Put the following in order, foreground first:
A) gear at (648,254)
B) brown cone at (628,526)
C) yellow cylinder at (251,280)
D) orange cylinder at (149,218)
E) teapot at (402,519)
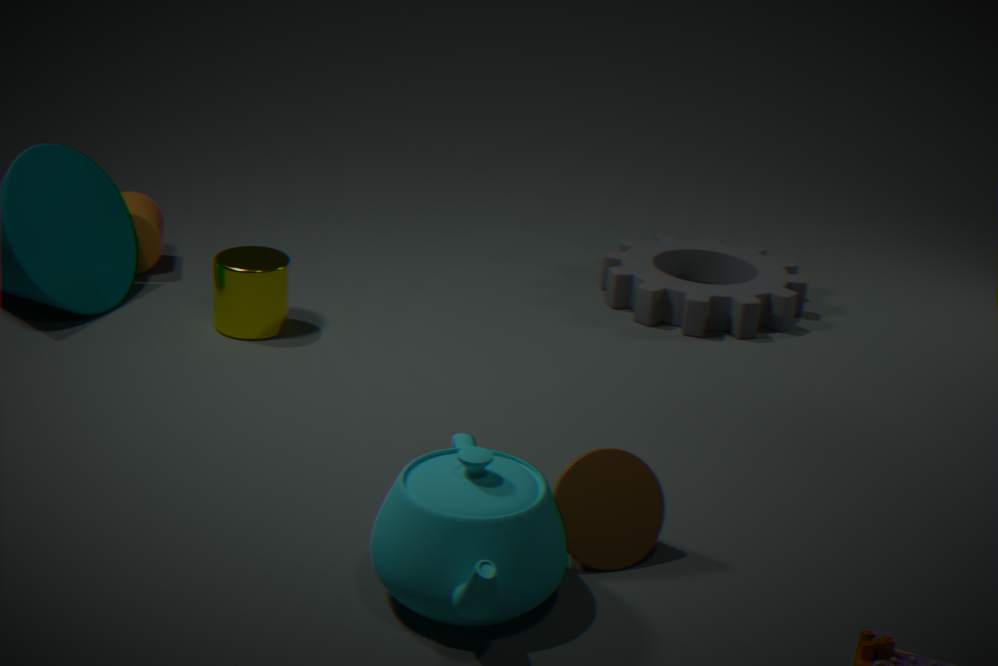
teapot at (402,519)
brown cone at (628,526)
yellow cylinder at (251,280)
gear at (648,254)
orange cylinder at (149,218)
